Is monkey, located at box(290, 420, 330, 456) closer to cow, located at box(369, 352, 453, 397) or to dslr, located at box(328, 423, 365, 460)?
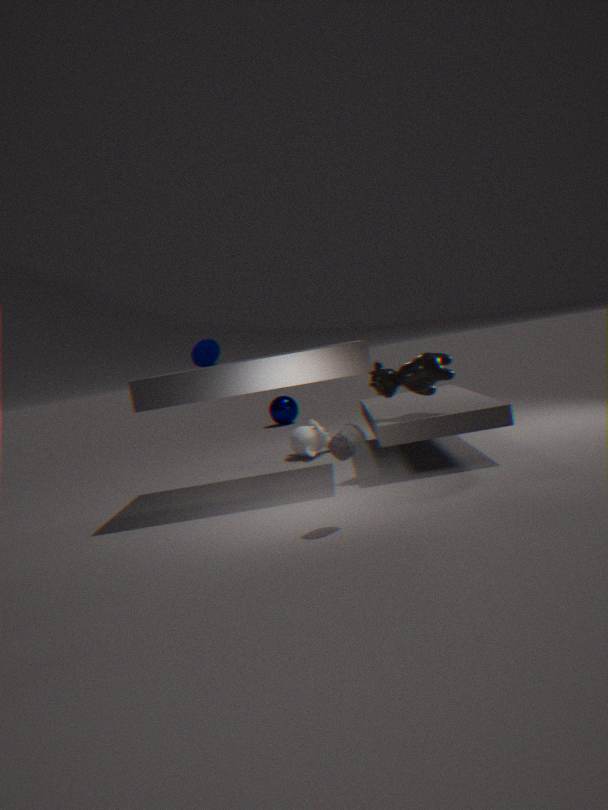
cow, located at box(369, 352, 453, 397)
